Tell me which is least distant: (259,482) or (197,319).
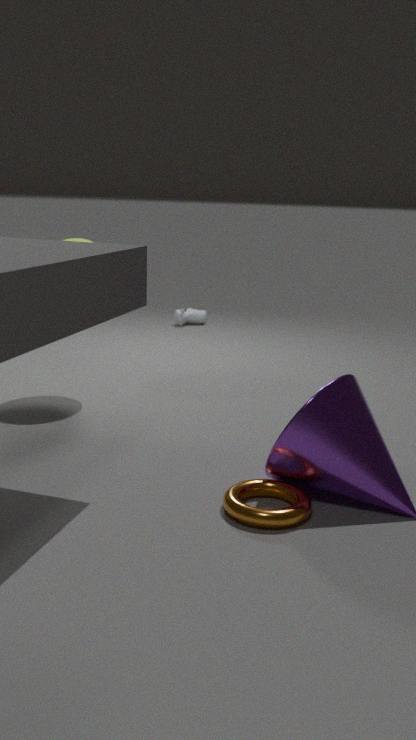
(259,482)
